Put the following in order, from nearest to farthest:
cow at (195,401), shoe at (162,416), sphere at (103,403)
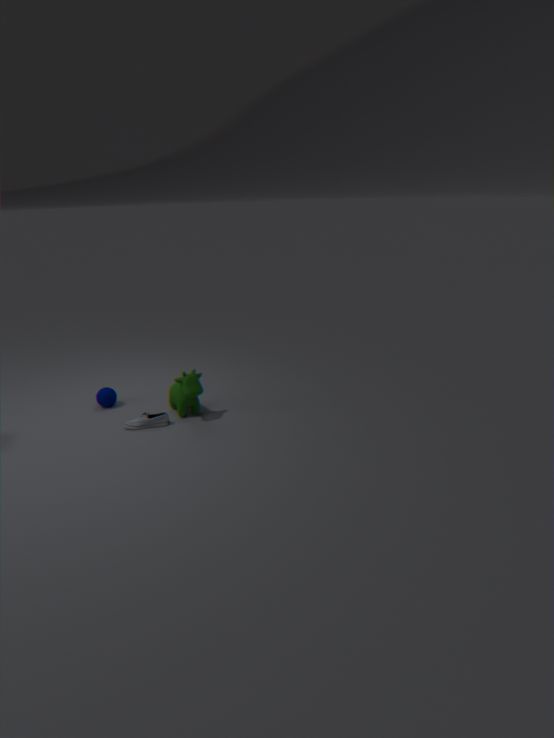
1. cow at (195,401)
2. shoe at (162,416)
3. sphere at (103,403)
